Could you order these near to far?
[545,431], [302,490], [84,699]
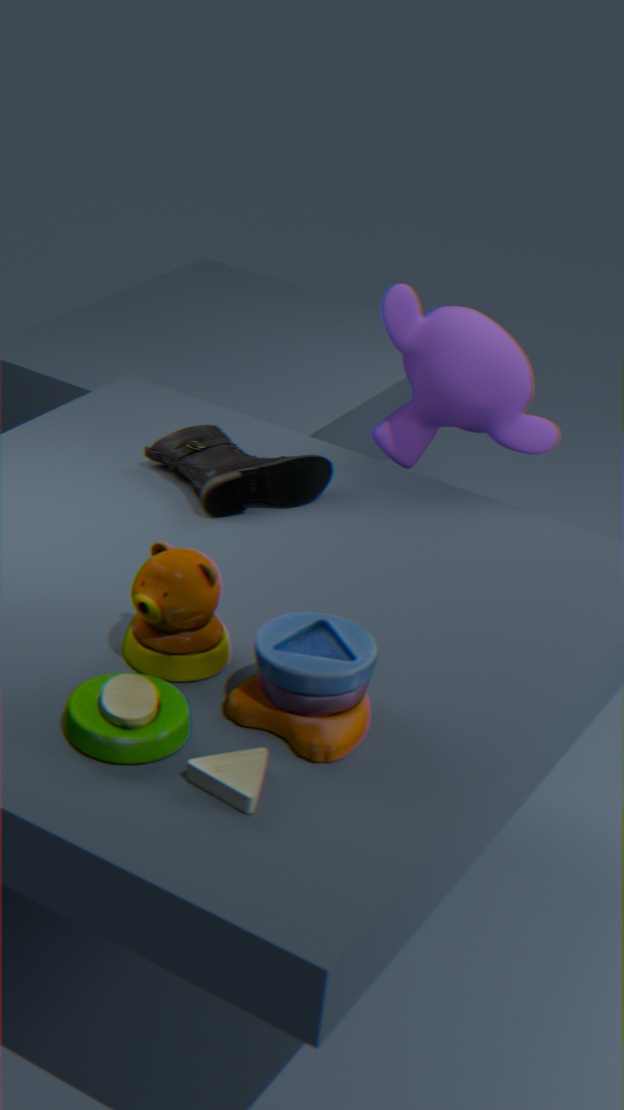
[84,699] → [302,490] → [545,431]
